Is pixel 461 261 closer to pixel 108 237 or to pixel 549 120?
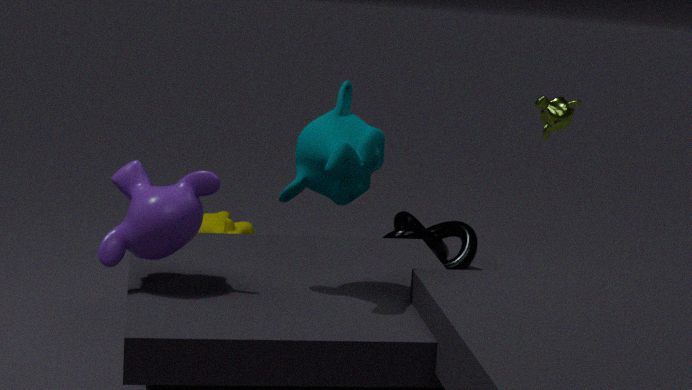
pixel 549 120
